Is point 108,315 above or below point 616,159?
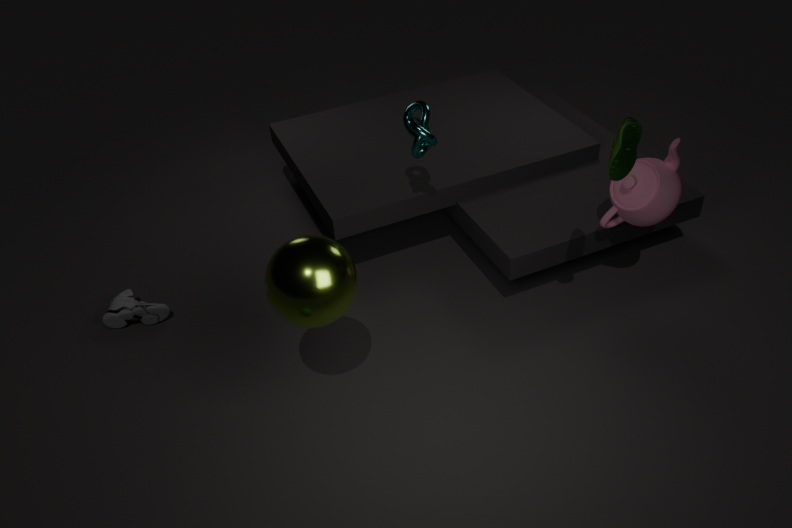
below
